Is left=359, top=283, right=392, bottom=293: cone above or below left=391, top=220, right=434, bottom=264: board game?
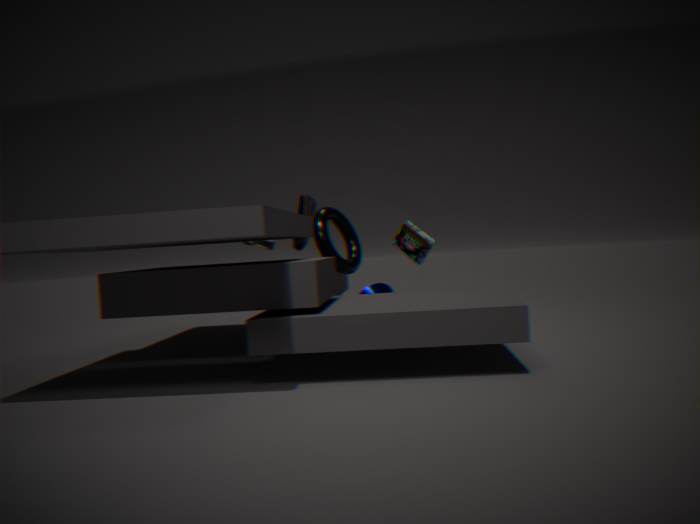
below
